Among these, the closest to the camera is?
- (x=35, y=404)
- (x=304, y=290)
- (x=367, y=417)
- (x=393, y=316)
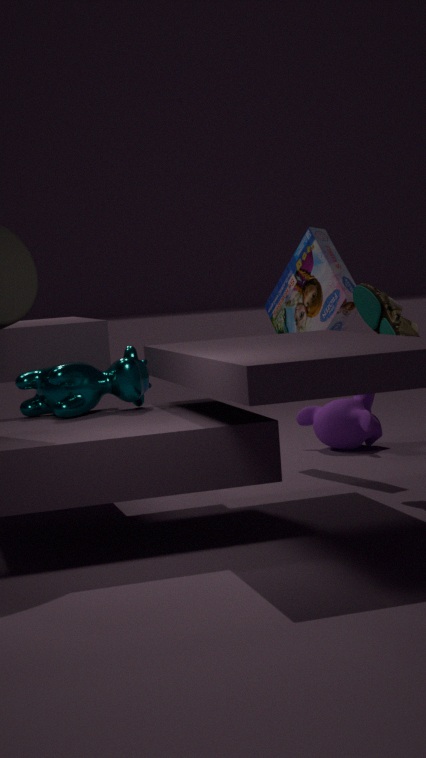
(x=35, y=404)
